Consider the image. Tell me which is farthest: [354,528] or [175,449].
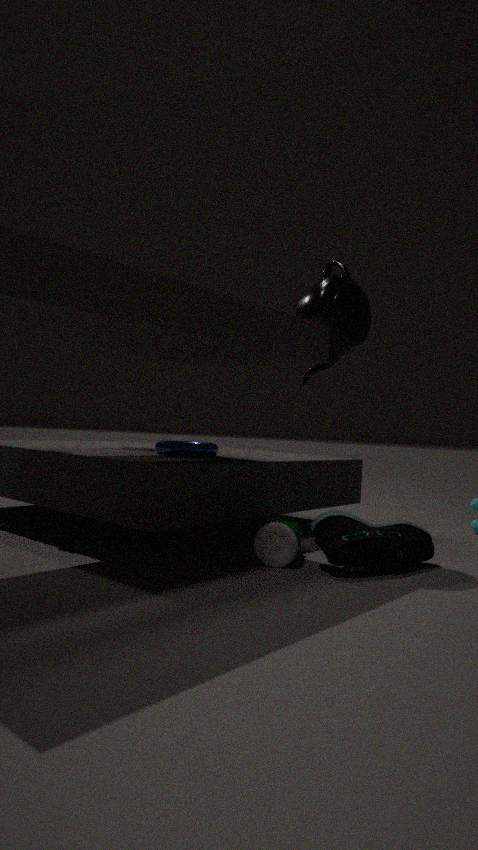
[175,449]
